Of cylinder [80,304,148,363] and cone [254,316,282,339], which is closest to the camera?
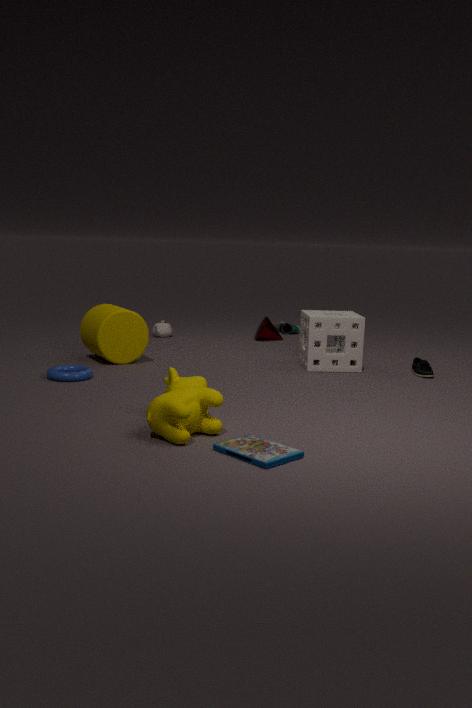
cylinder [80,304,148,363]
